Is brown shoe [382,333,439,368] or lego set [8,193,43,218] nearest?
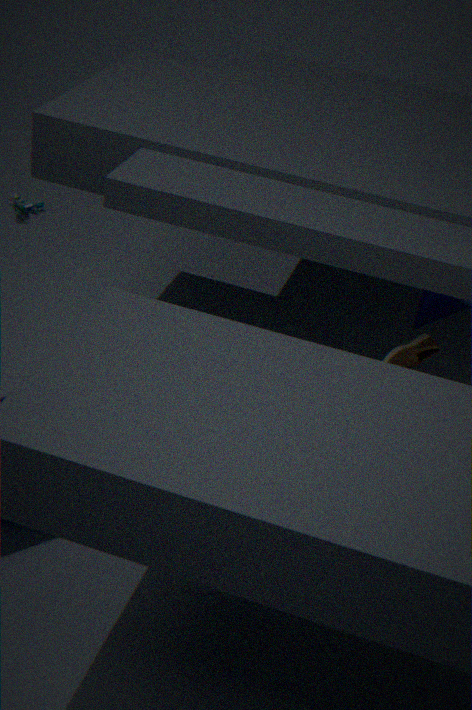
brown shoe [382,333,439,368]
